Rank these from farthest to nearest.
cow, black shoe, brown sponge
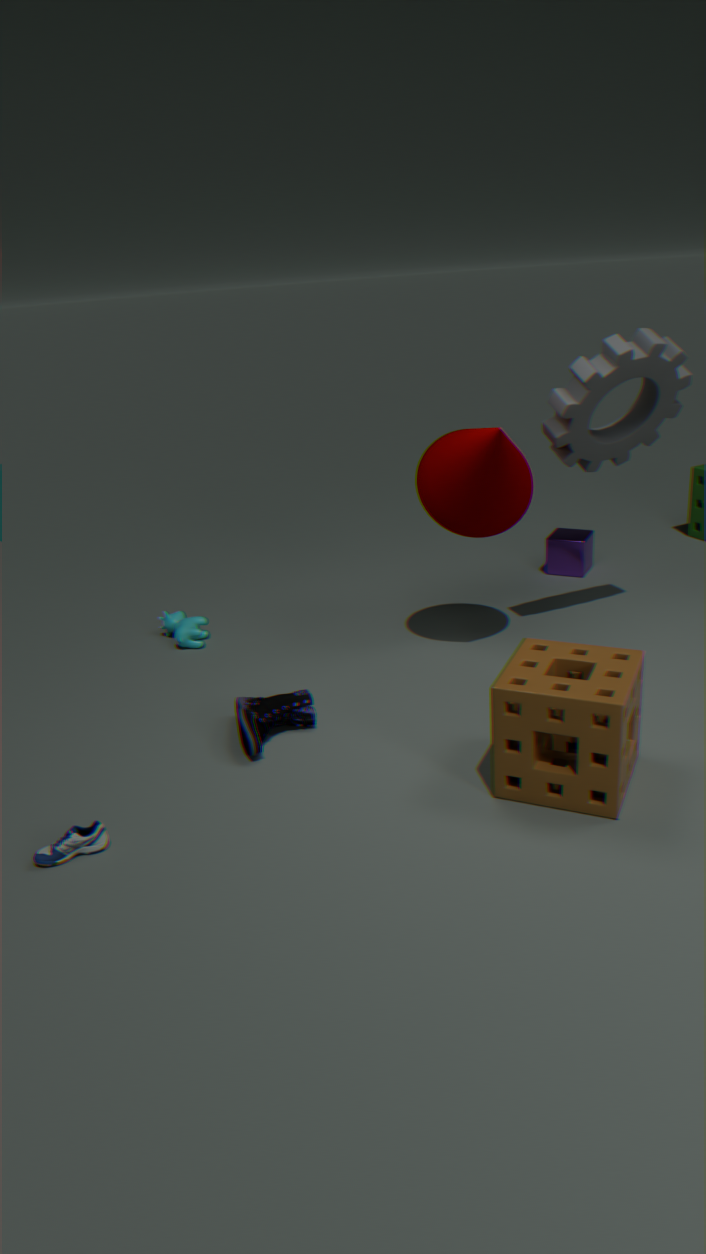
cow → black shoe → brown sponge
